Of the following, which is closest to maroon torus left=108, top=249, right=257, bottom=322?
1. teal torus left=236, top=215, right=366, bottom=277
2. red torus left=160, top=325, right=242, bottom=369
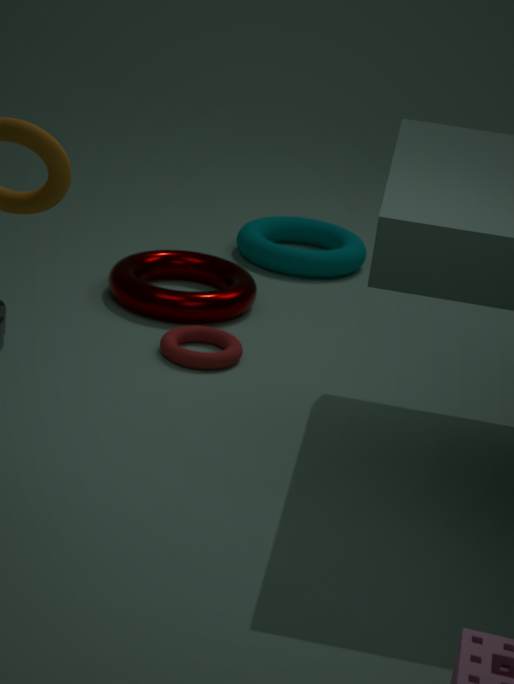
red torus left=160, top=325, right=242, bottom=369
